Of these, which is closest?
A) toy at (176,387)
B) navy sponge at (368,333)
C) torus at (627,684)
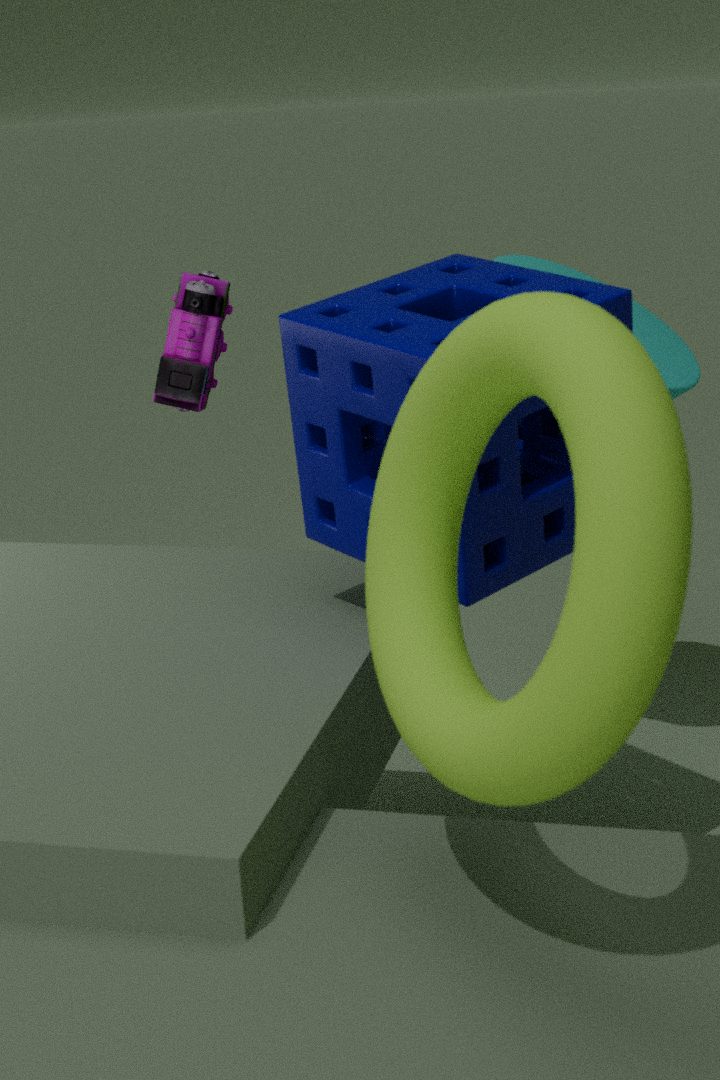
torus at (627,684)
